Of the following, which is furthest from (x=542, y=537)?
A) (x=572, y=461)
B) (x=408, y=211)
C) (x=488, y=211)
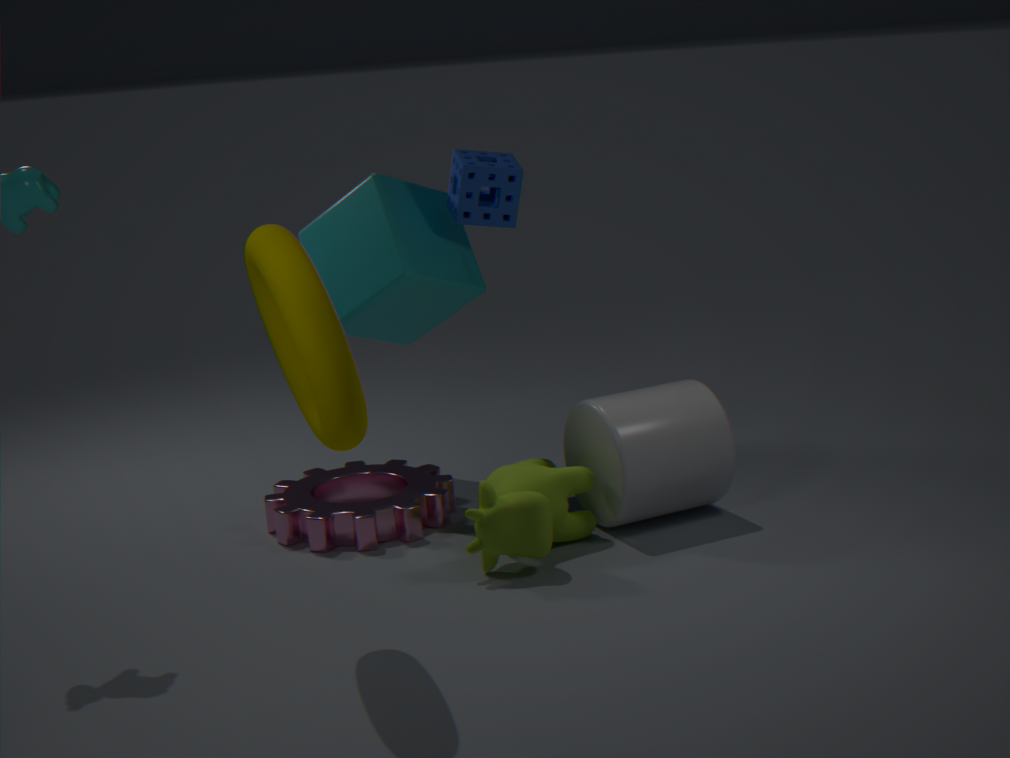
(x=488, y=211)
